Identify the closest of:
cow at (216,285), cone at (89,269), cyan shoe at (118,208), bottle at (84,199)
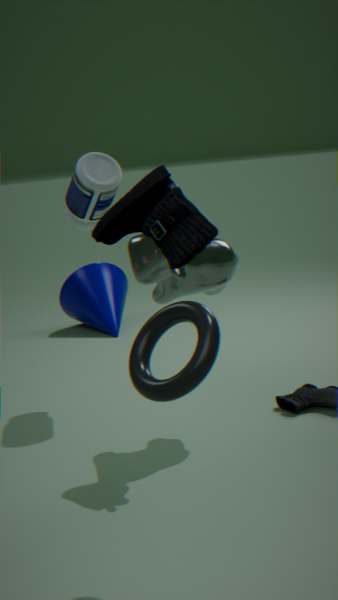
cyan shoe at (118,208)
